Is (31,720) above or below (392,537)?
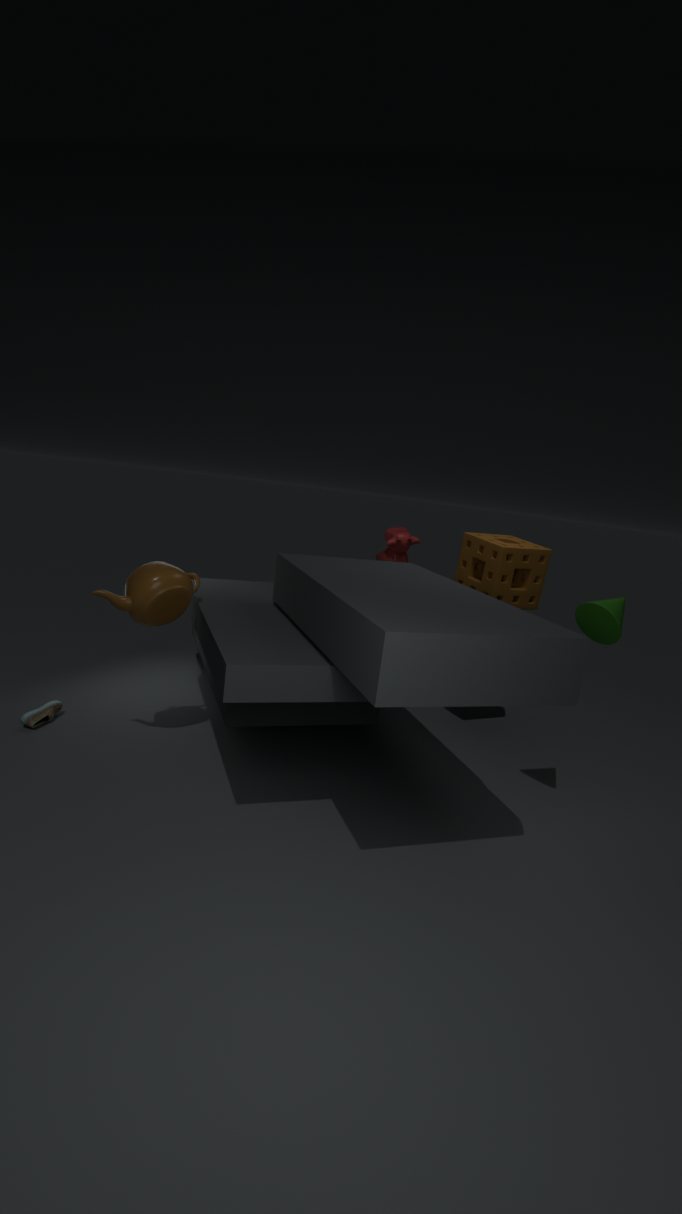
below
